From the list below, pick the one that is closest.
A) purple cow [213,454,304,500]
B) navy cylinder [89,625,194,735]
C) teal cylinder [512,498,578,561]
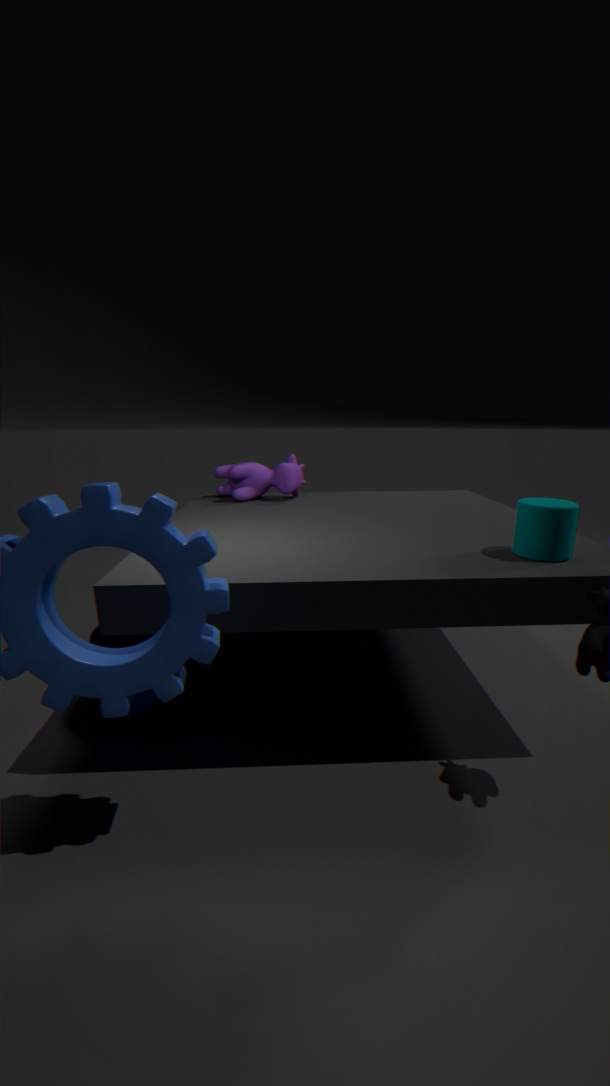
teal cylinder [512,498,578,561]
